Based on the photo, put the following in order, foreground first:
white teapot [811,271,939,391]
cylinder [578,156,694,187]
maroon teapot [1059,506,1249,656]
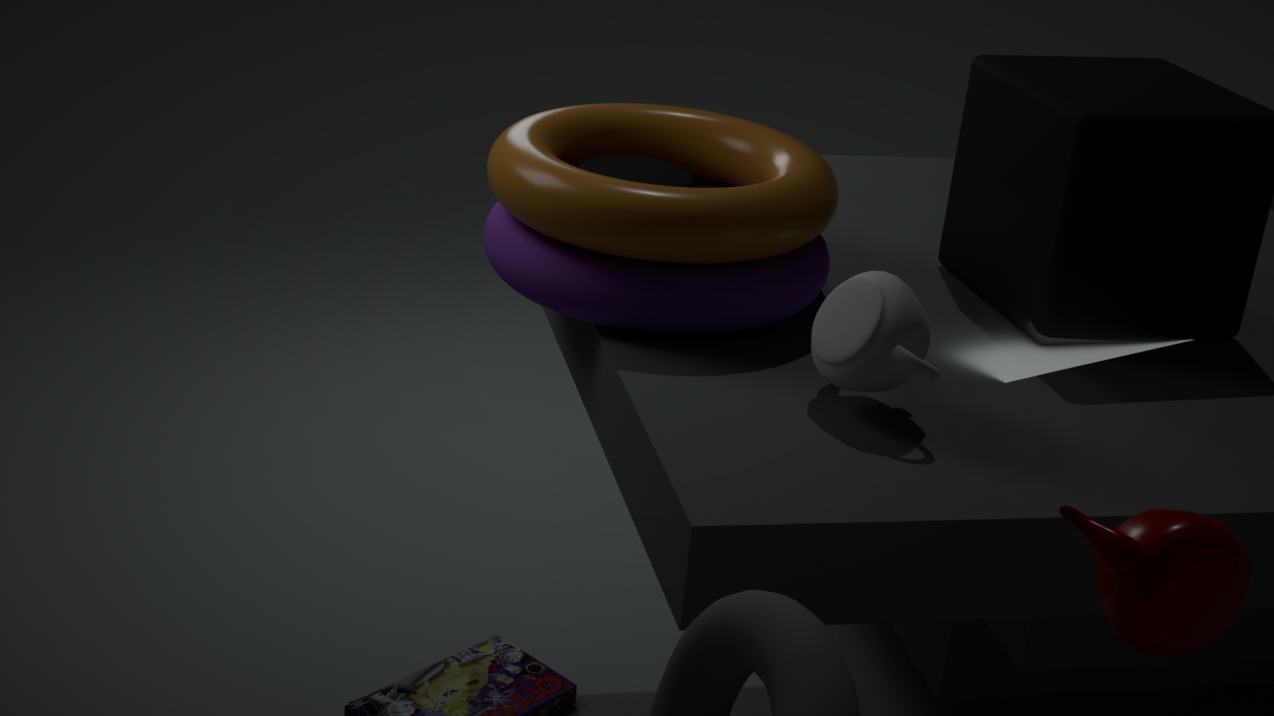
maroon teapot [1059,506,1249,656], white teapot [811,271,939,391], cylinder [578,156,694,187]
